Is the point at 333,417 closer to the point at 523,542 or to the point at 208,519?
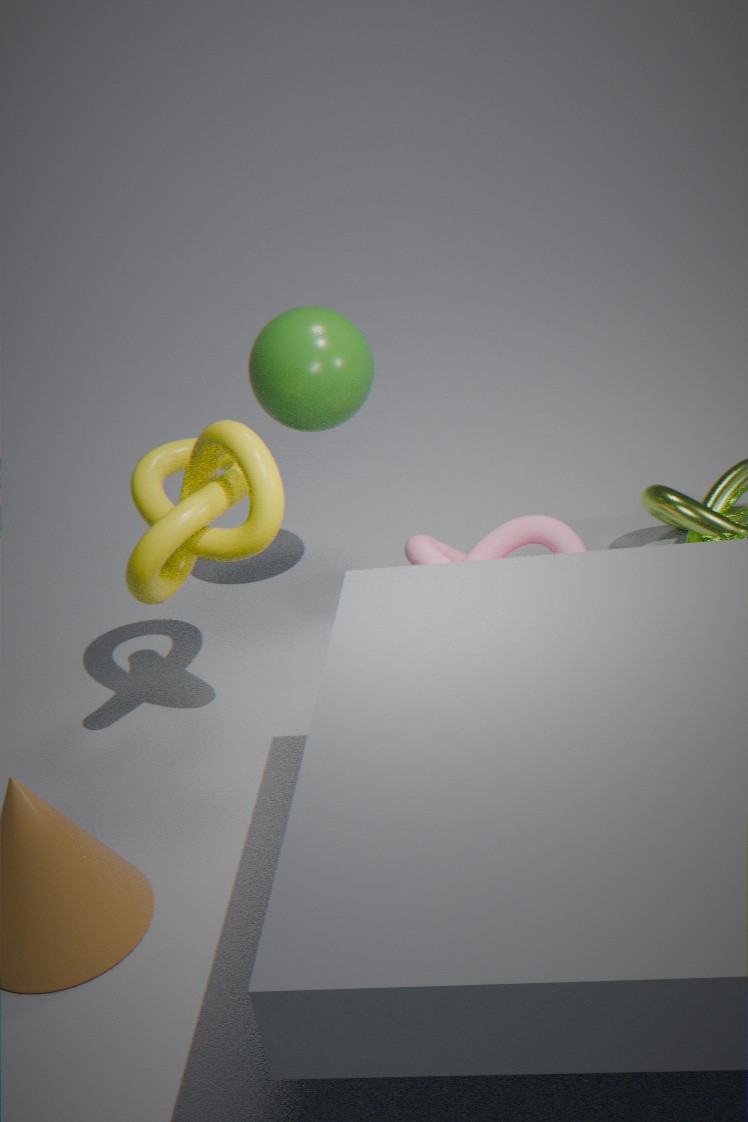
the point at 208,519
